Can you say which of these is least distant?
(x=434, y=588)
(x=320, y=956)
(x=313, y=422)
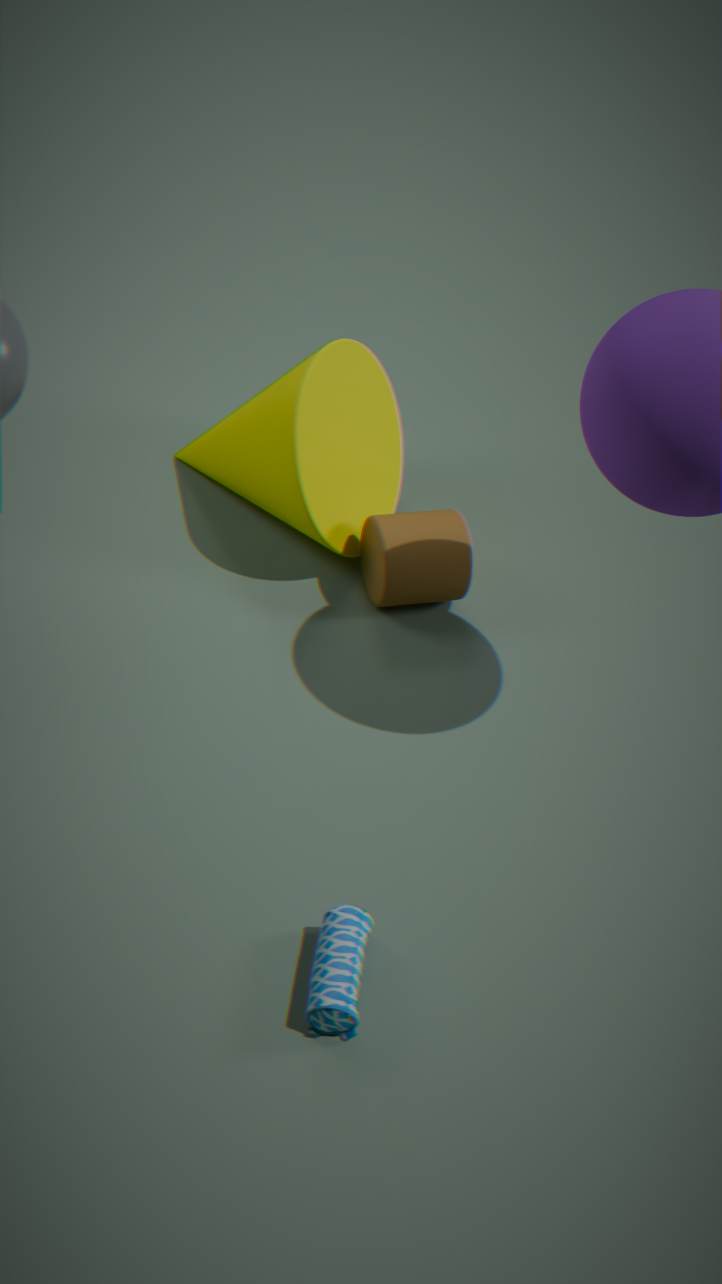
(x=320, y=956)
